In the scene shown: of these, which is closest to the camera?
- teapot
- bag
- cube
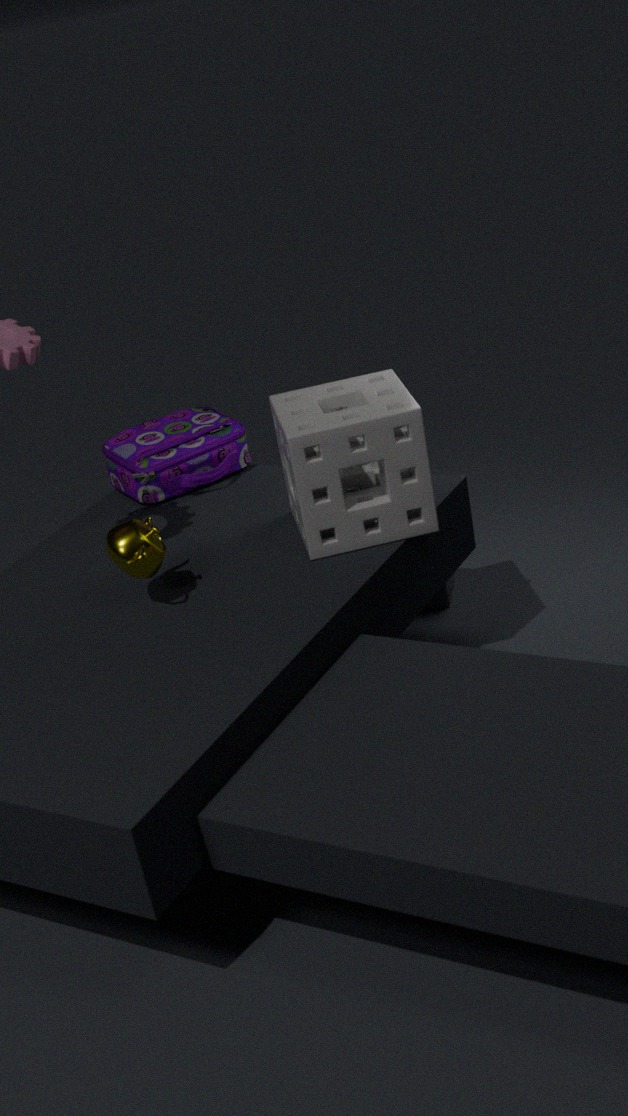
teapot
